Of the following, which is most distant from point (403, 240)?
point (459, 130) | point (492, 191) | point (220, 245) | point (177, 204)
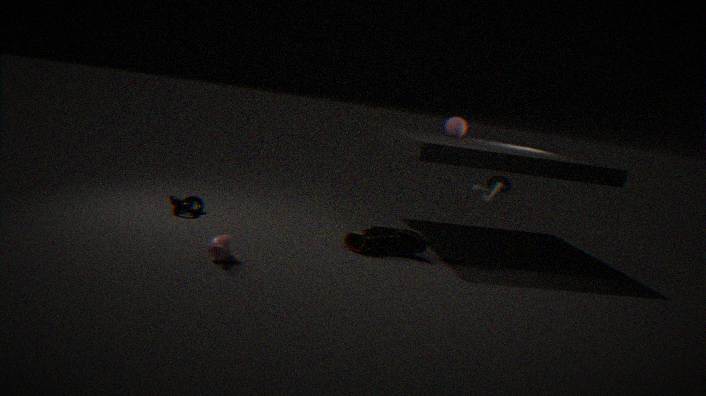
point (177, 204)
